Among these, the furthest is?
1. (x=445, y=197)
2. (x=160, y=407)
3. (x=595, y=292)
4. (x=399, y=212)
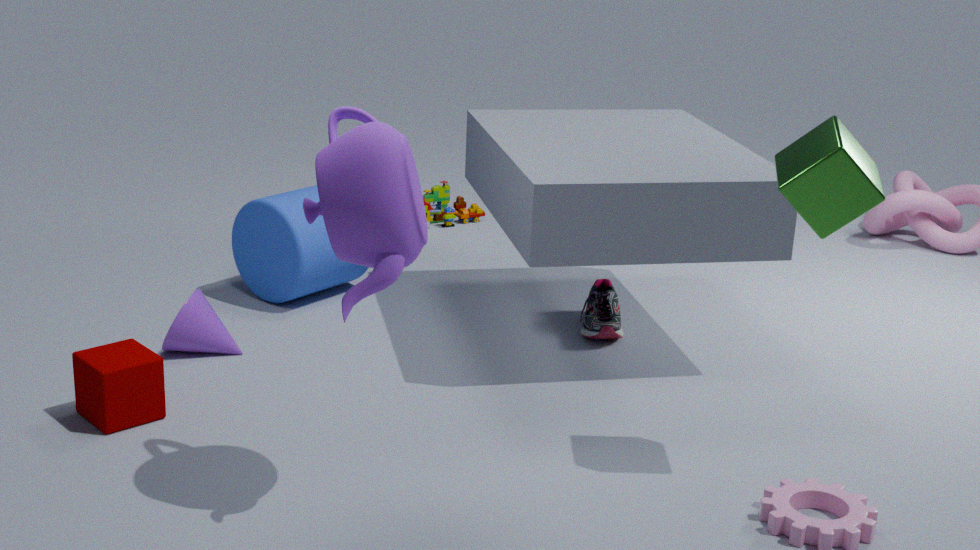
(x=445, y=197)
